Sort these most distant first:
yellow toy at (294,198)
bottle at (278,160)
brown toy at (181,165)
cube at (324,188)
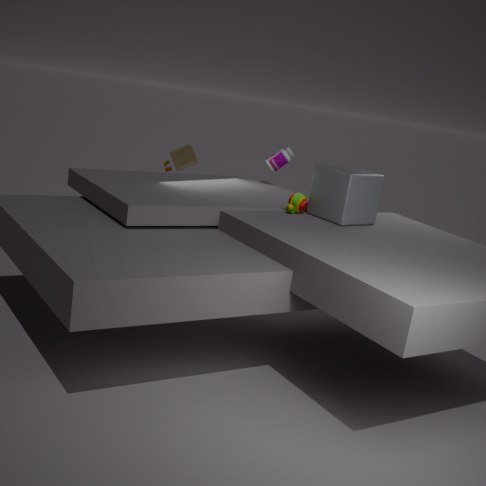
bottle at (278,160) < brown toy at (181,165) < yellow toy at (294,198) < cube at (324,188)
